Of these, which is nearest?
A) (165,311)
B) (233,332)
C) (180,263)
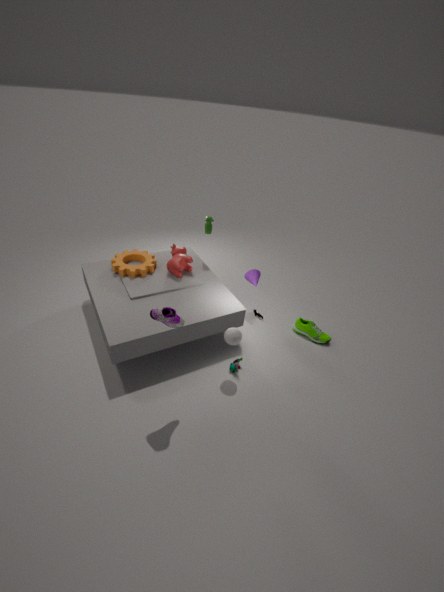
(165,311)
